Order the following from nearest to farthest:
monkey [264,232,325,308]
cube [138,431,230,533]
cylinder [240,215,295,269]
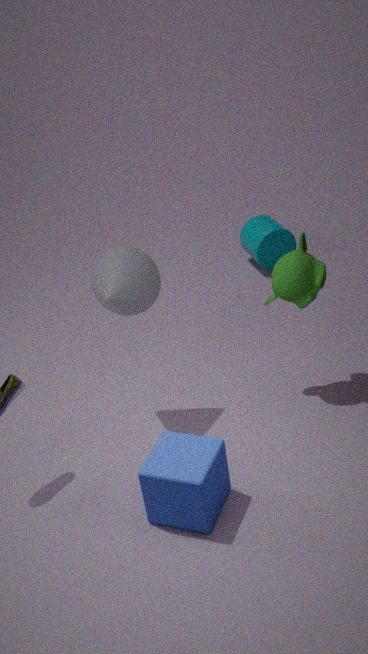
cube [138,431,230,533] → monkey [264,232,325,308] → cylinder [240,215,295,269]
